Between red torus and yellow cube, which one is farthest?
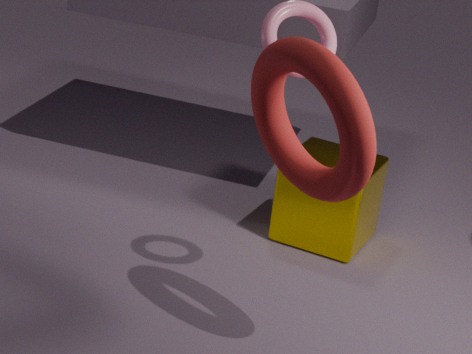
yellow cube
